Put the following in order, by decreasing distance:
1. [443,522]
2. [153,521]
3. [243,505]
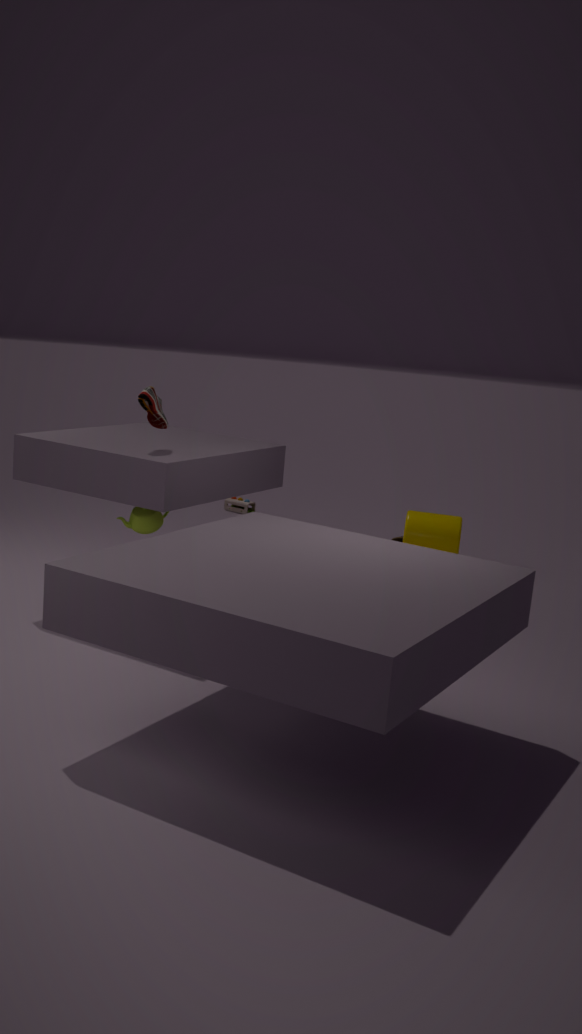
[243,505] → [443,522] → [153,521]
